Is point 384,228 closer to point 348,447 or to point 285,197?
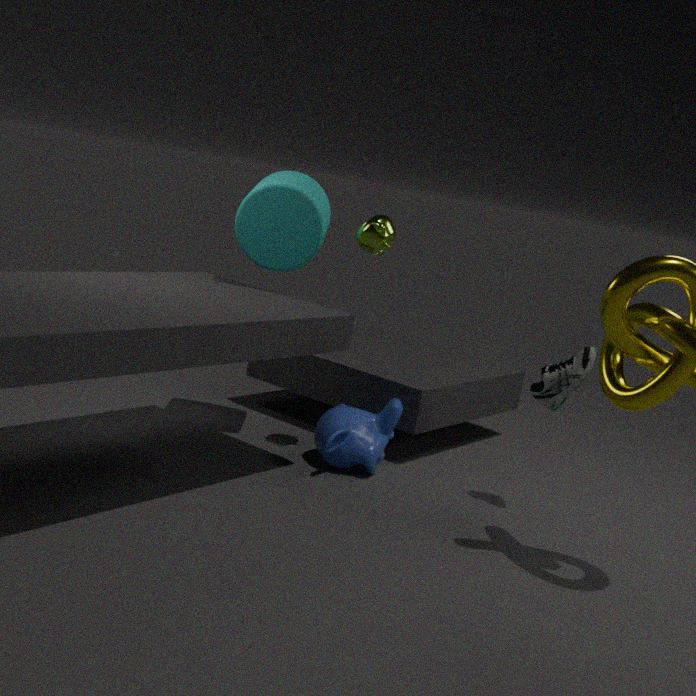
point 285,197
